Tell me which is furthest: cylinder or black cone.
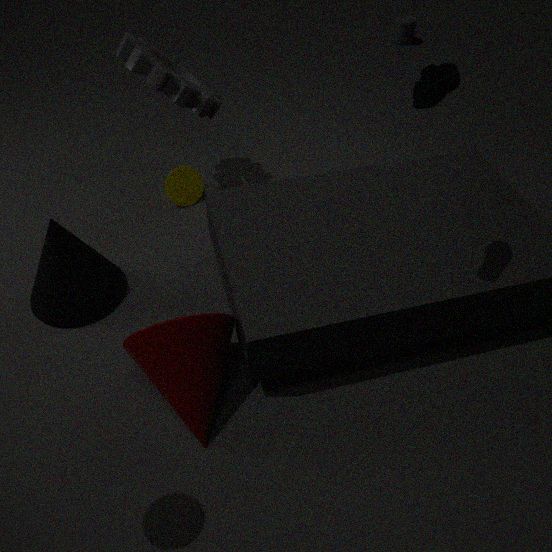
cylinder
